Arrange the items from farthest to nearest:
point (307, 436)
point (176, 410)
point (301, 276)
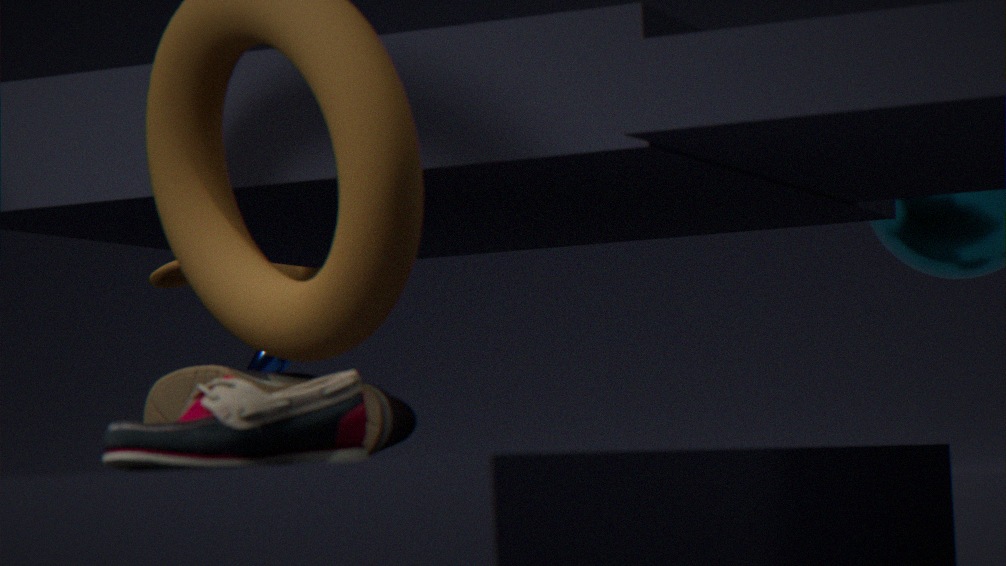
1. point (301, 276)
2. point (176, 410)
3. point (307, 436)
